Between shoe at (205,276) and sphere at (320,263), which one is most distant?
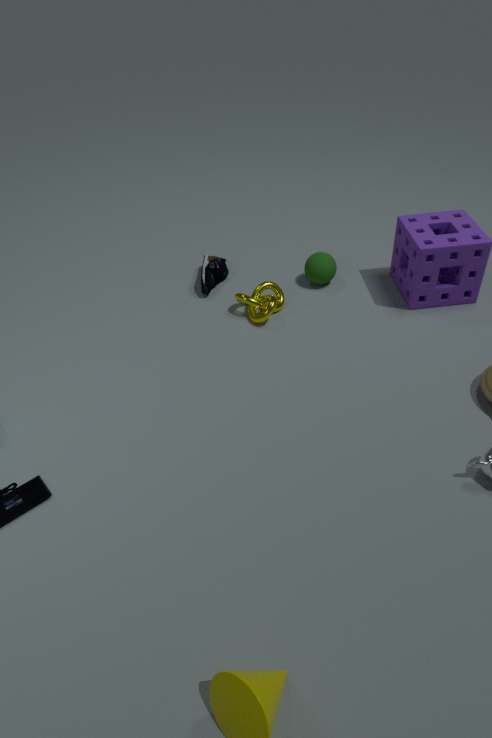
shoe at (205,276)
